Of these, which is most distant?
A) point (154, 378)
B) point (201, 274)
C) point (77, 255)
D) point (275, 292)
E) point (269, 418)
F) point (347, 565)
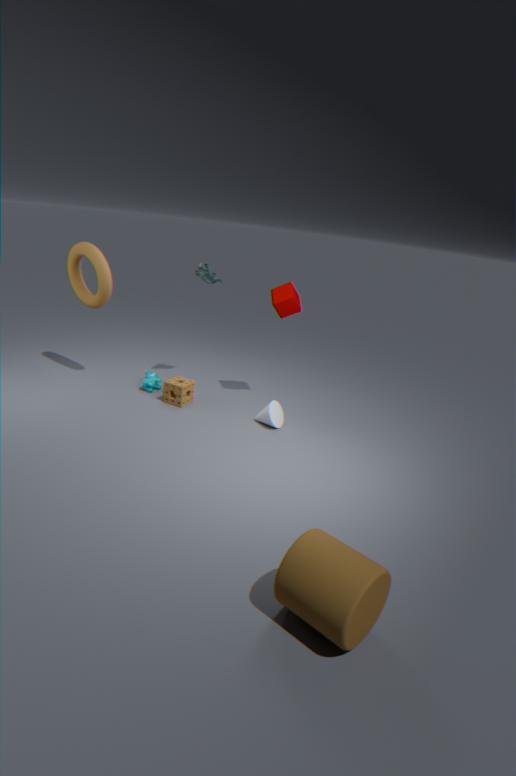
point (154, 378)
